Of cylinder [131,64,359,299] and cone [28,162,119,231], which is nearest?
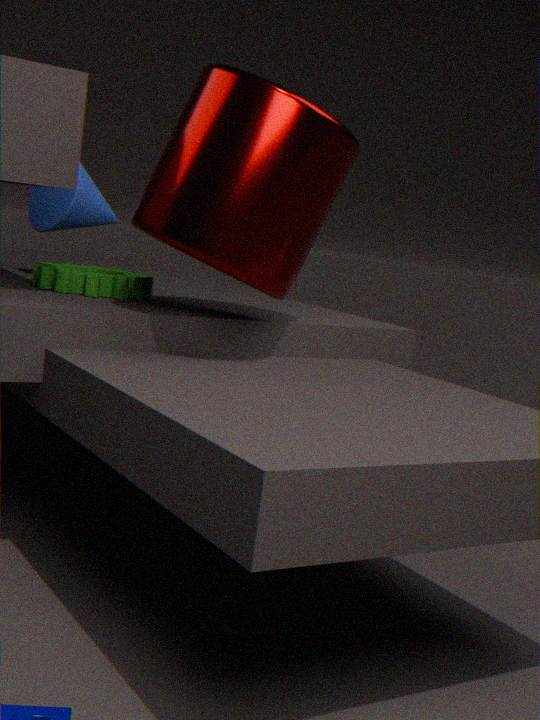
cylinder [131,64,359,299]
